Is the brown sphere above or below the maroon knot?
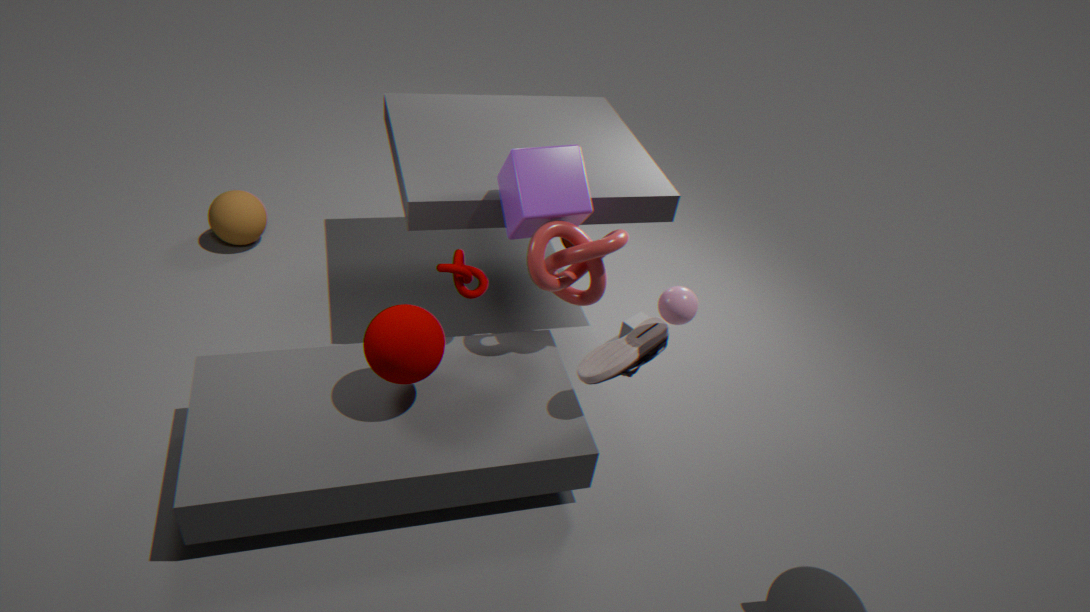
below
